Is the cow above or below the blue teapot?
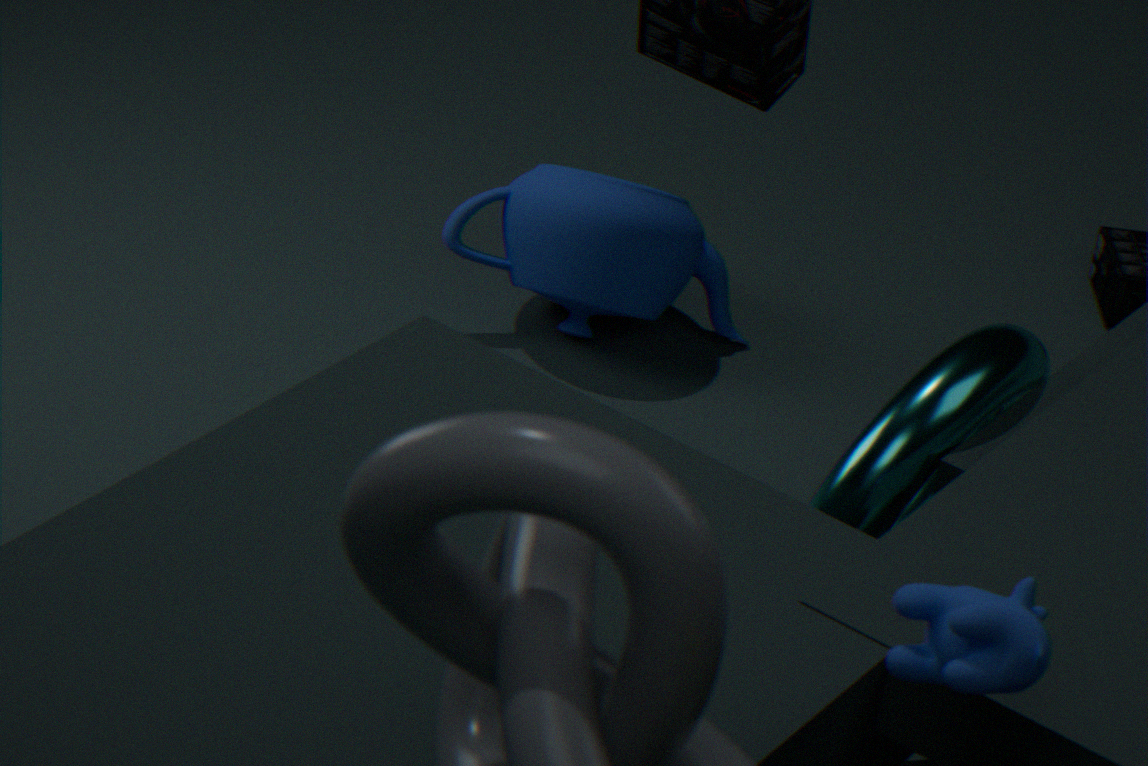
above
